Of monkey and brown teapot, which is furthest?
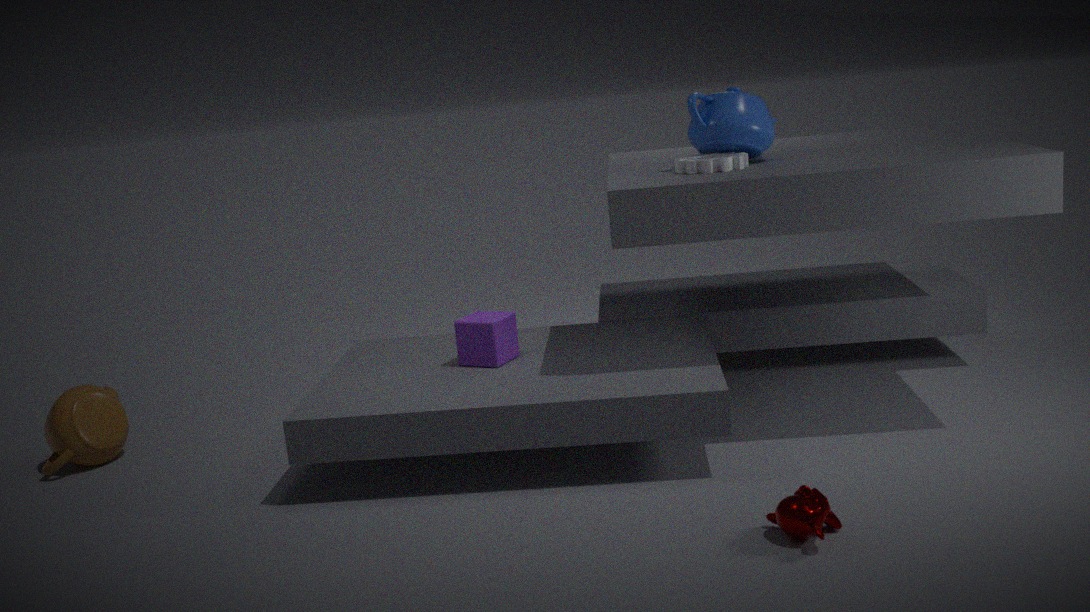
brown teapot
